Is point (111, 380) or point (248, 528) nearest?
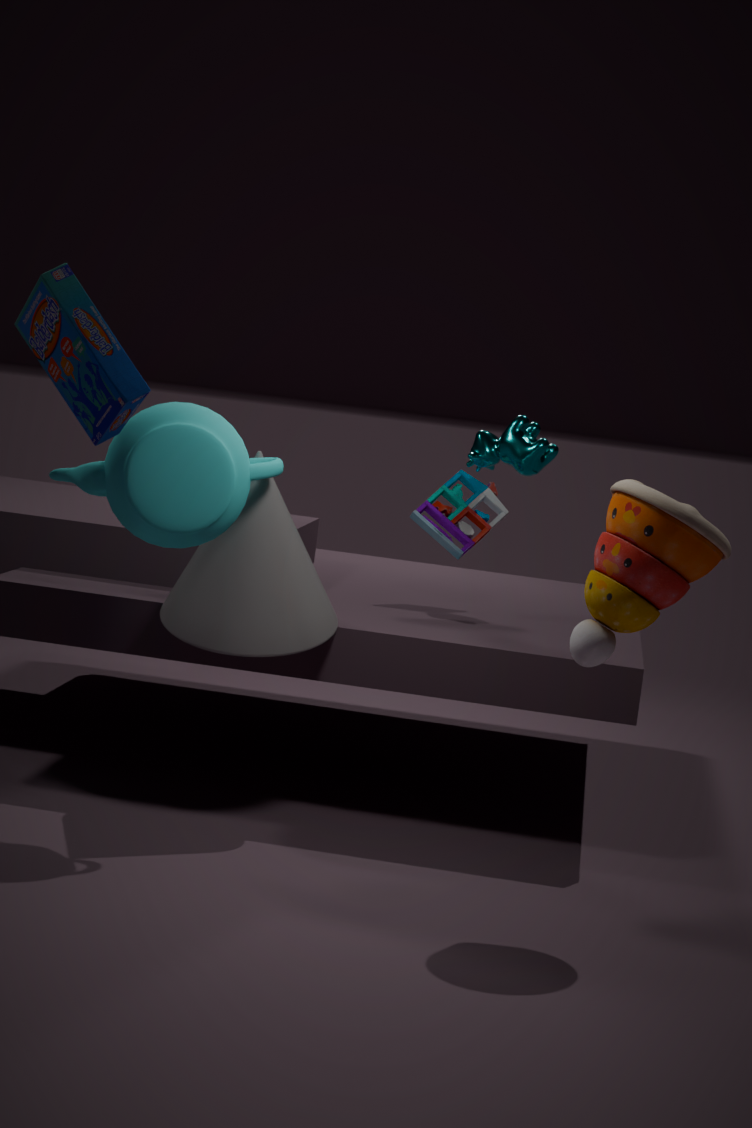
point (111, 380)
